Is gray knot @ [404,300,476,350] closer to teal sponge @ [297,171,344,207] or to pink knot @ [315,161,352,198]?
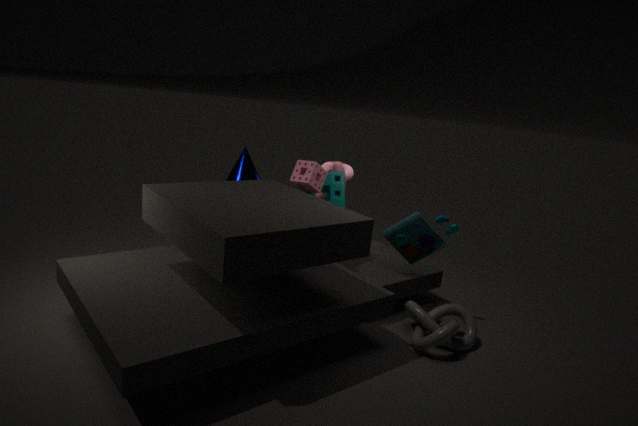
teal sponge @ [297,171,344,207]
